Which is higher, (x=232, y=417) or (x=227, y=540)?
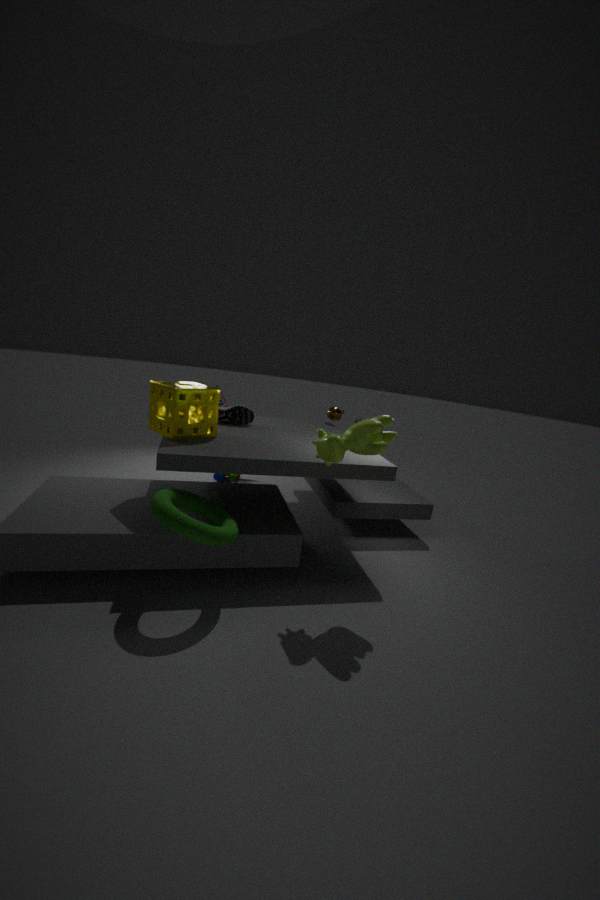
(x=232, y=417)
